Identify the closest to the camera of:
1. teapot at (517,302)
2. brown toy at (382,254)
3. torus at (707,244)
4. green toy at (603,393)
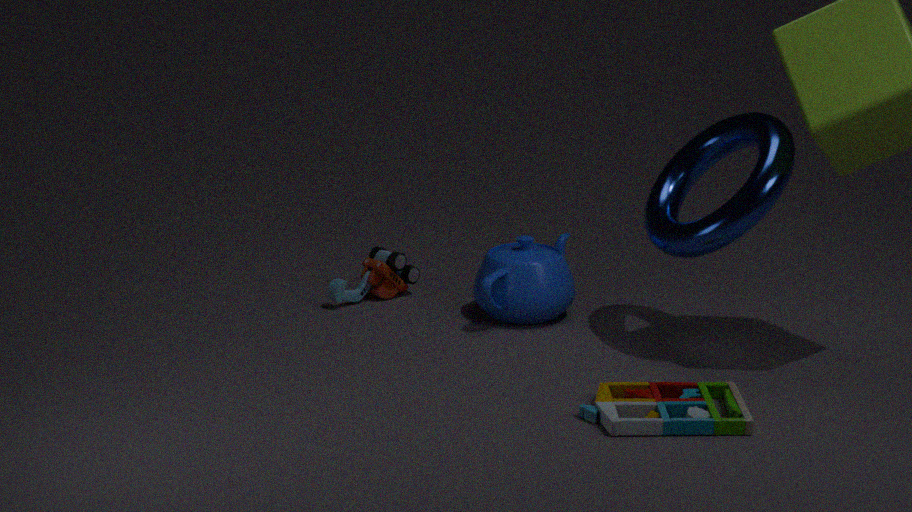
green toy at (603,393)
